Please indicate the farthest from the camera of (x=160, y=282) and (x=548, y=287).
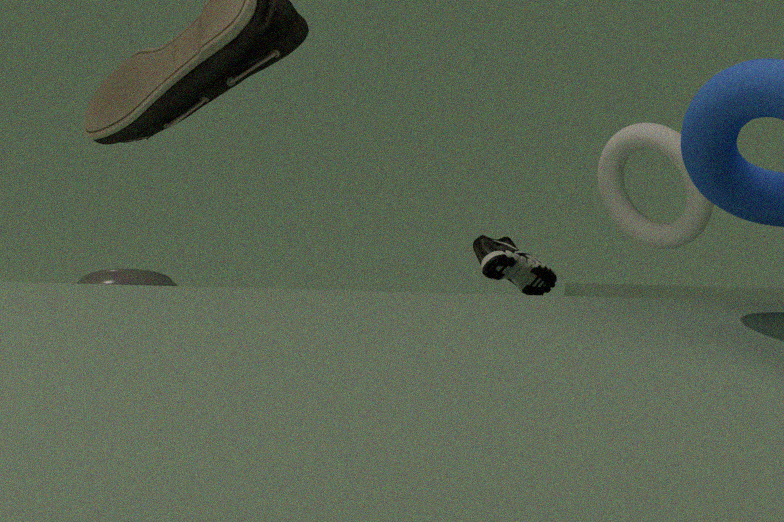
(x=160, y=282)
